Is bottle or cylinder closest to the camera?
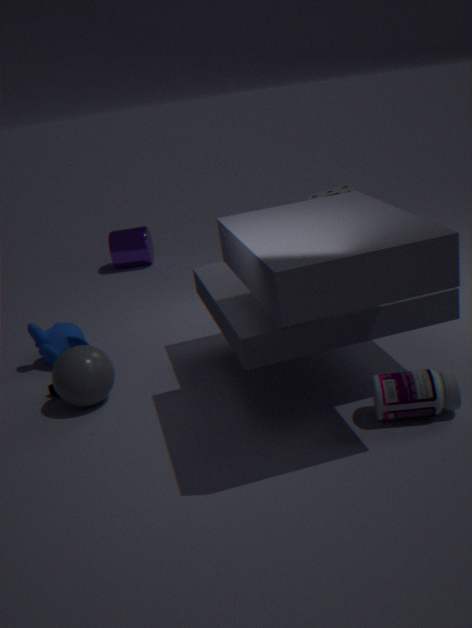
bottle
